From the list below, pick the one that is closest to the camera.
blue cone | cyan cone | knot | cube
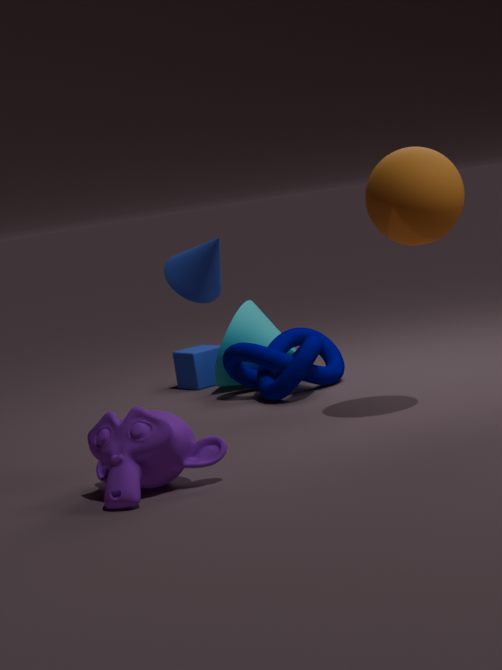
Result: blue cone
